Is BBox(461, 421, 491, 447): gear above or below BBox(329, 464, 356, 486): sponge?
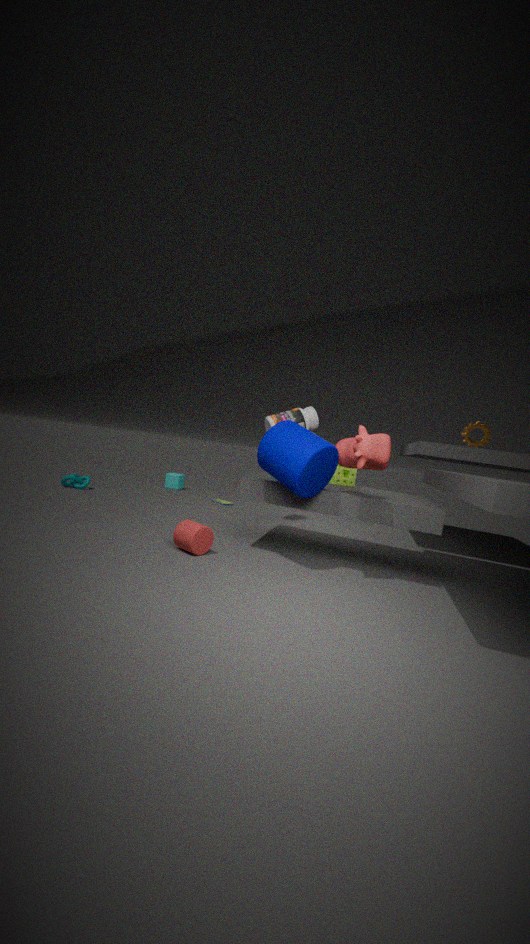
above
